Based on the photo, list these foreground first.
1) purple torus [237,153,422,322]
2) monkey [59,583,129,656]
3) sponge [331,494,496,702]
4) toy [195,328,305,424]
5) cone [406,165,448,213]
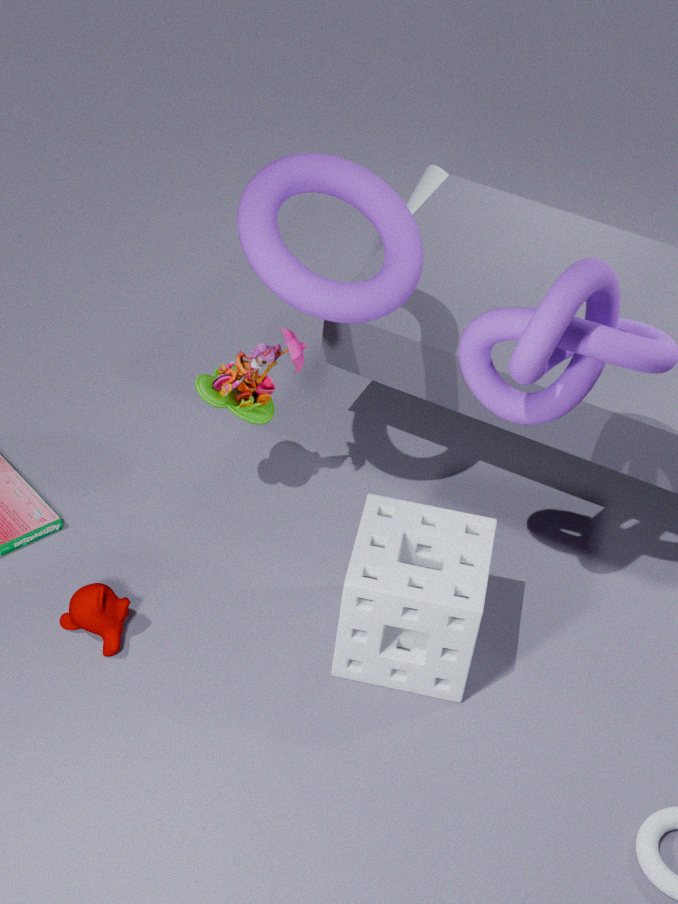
3. sponge [331,494,496,702] → 1. purple torus [237,153,422,322] → 2. monkey [59,583,129,656] → 4. toy [195,328,305,424] → 5. cone [406,165,448,213]
